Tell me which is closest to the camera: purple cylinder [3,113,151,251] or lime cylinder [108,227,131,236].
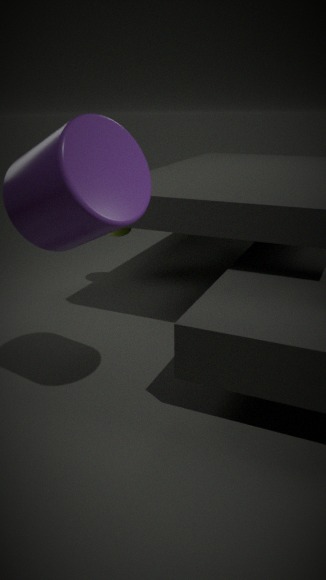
purple cylinder [3,113,151,251]
